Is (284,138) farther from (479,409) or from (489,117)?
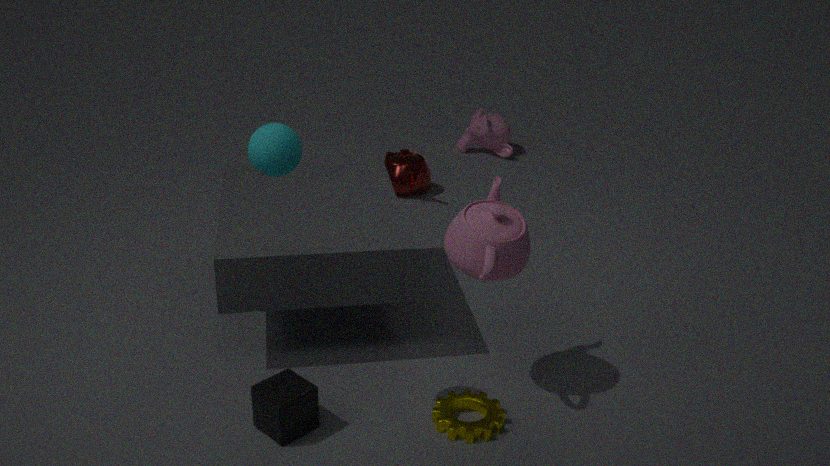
(489,117)
